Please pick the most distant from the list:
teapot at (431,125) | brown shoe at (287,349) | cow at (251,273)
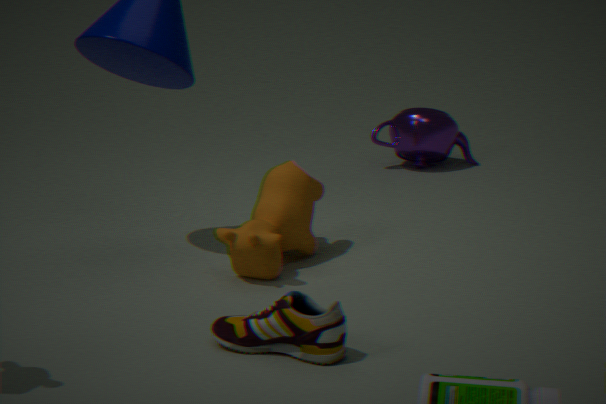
teapot at (431,125)
